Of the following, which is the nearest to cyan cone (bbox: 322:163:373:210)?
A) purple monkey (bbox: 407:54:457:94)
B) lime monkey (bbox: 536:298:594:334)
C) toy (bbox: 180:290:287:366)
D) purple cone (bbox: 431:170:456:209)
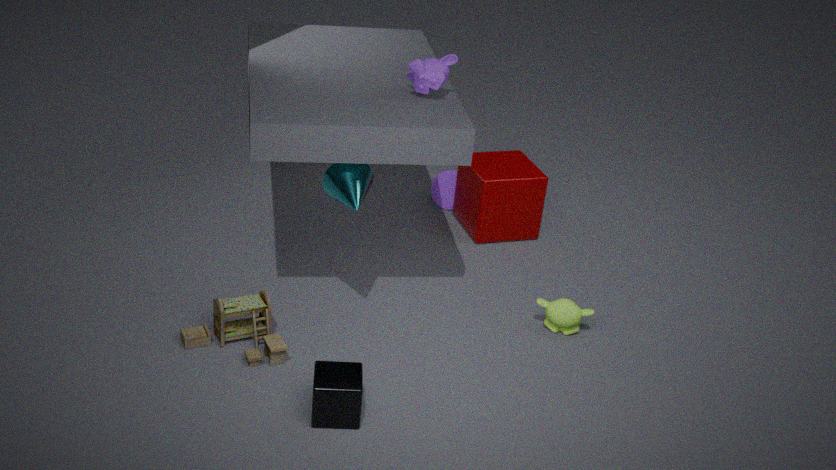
purple monkey (bbox: 407:54:457:94)
